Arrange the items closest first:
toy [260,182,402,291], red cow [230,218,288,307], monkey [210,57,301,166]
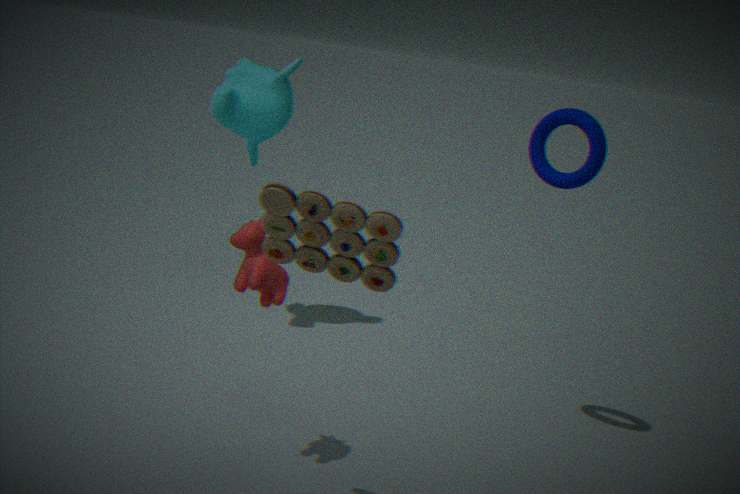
toy [260,182,402,291], red cow [230,218,288,307], monkey [210,57,301,166]
